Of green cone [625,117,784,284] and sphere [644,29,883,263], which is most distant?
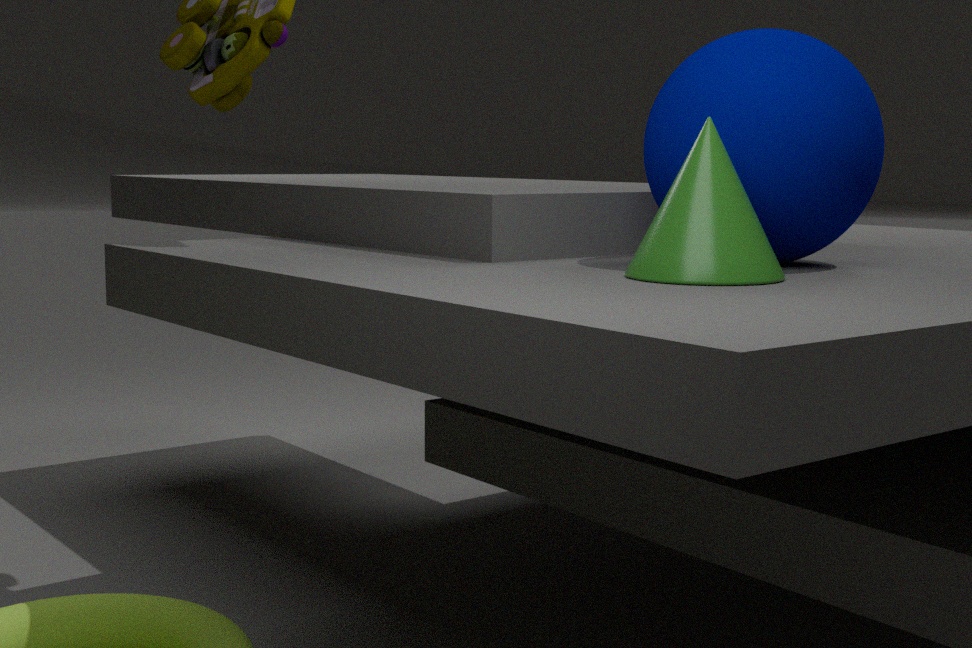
sphere [644,29,883,263]
